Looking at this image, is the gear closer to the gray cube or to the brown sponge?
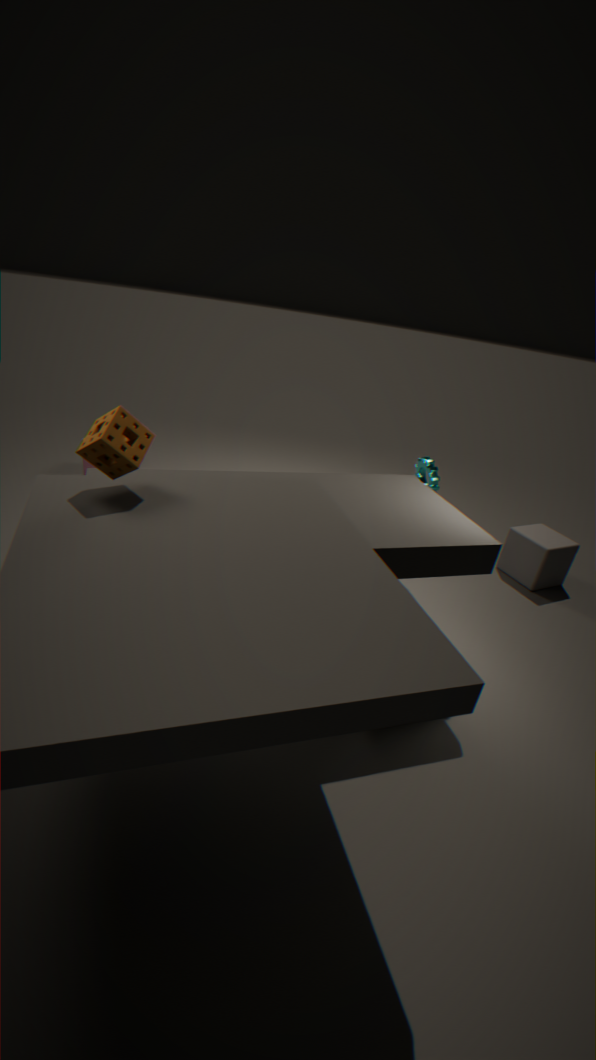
the gray cube
